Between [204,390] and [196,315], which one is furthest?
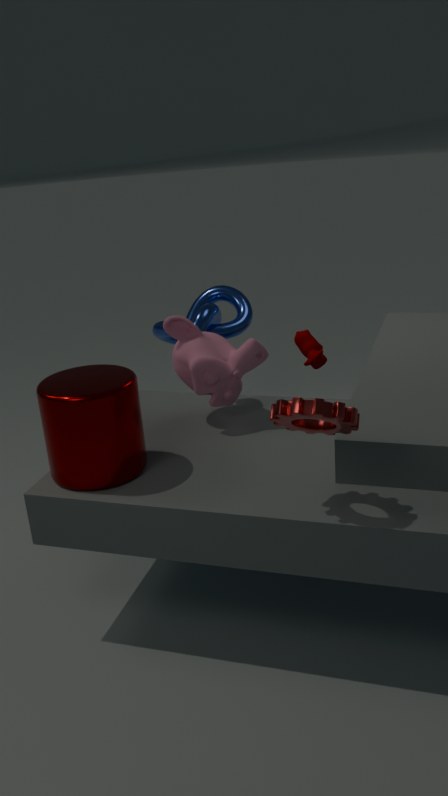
[196,315]
